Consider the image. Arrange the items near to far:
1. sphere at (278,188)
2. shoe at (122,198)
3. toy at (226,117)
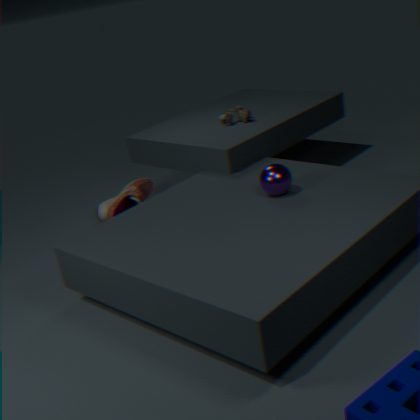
sphere at (278,188), toy at (226,117), shoe at (122,198)
